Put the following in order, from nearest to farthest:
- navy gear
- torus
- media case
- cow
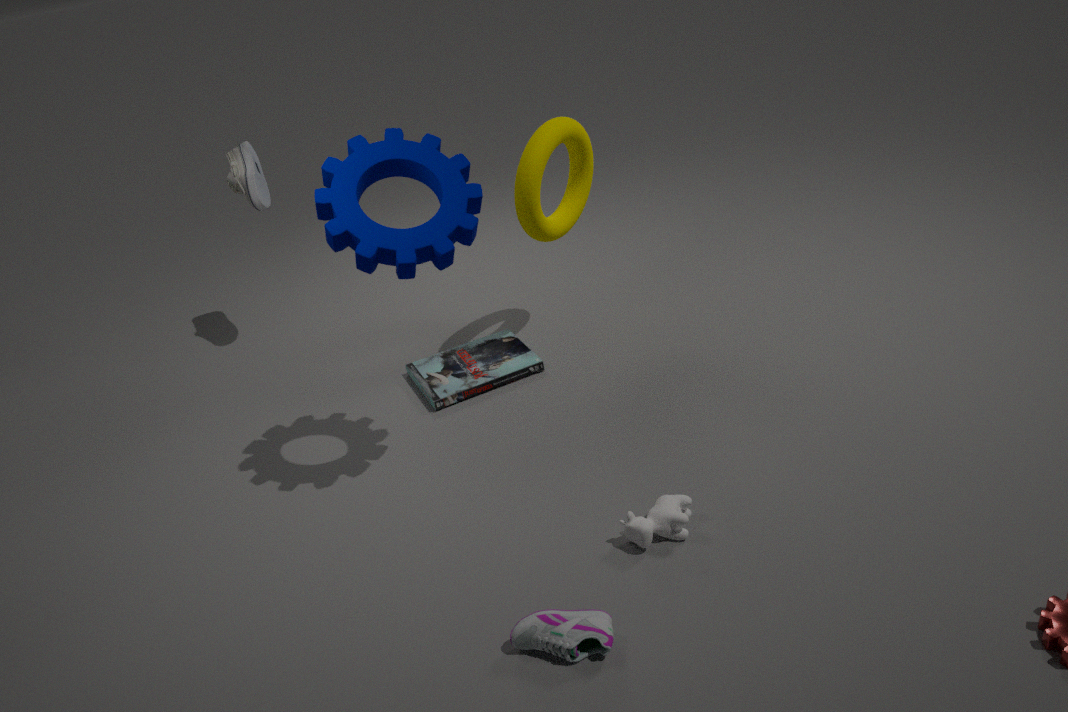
navy gear
cow
torus
media case
